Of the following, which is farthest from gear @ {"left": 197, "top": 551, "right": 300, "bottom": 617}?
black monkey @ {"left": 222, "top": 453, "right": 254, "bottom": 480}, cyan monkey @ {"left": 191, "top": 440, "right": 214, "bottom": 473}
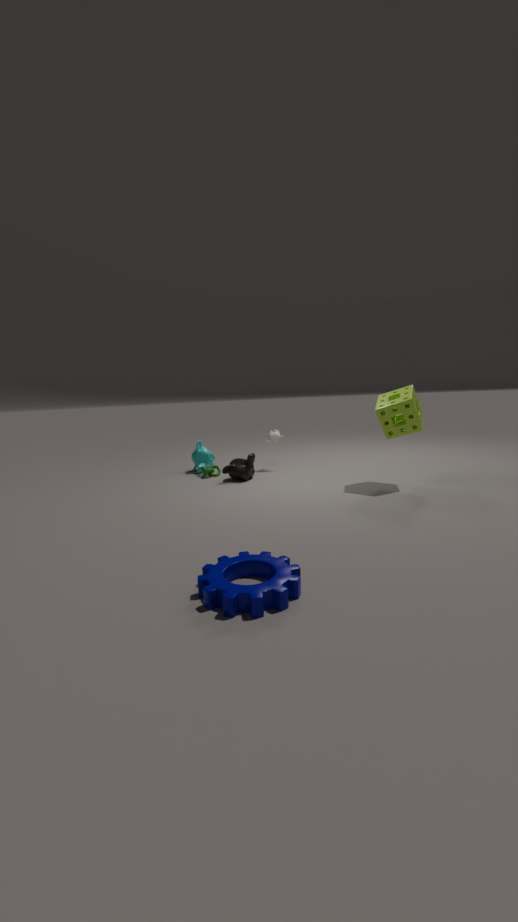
cyan monkey @ {"left": 191, "top": 440, "right": 214, "bottom": 473}
